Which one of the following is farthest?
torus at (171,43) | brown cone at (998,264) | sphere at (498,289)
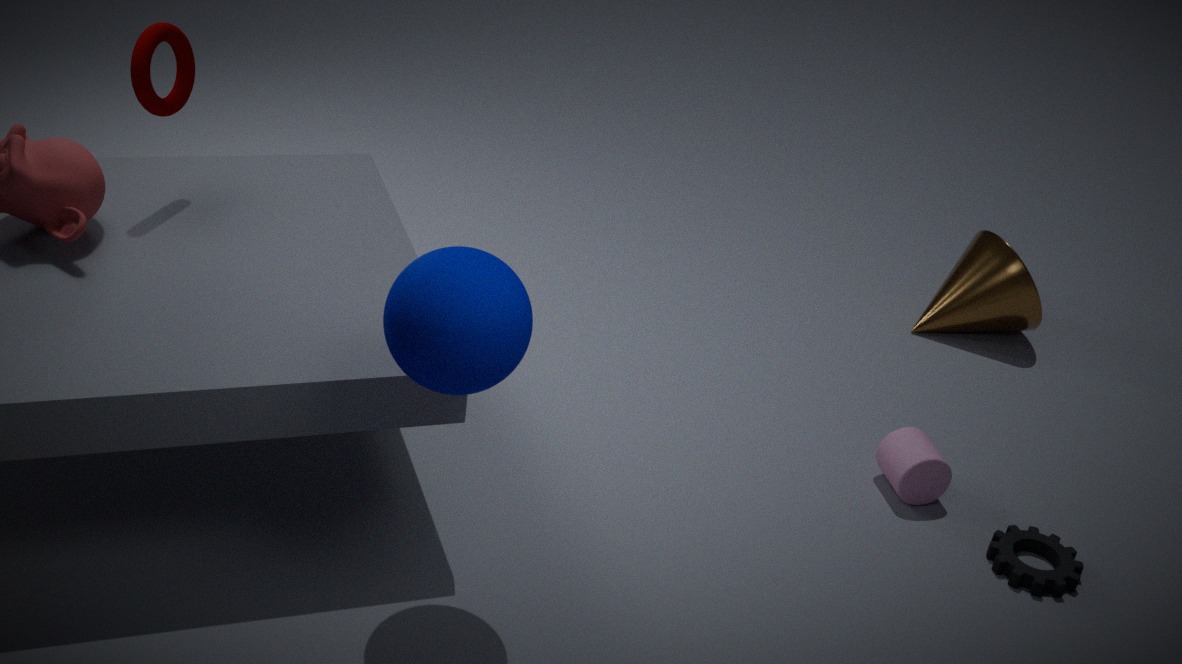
brown cone at (998,264)
